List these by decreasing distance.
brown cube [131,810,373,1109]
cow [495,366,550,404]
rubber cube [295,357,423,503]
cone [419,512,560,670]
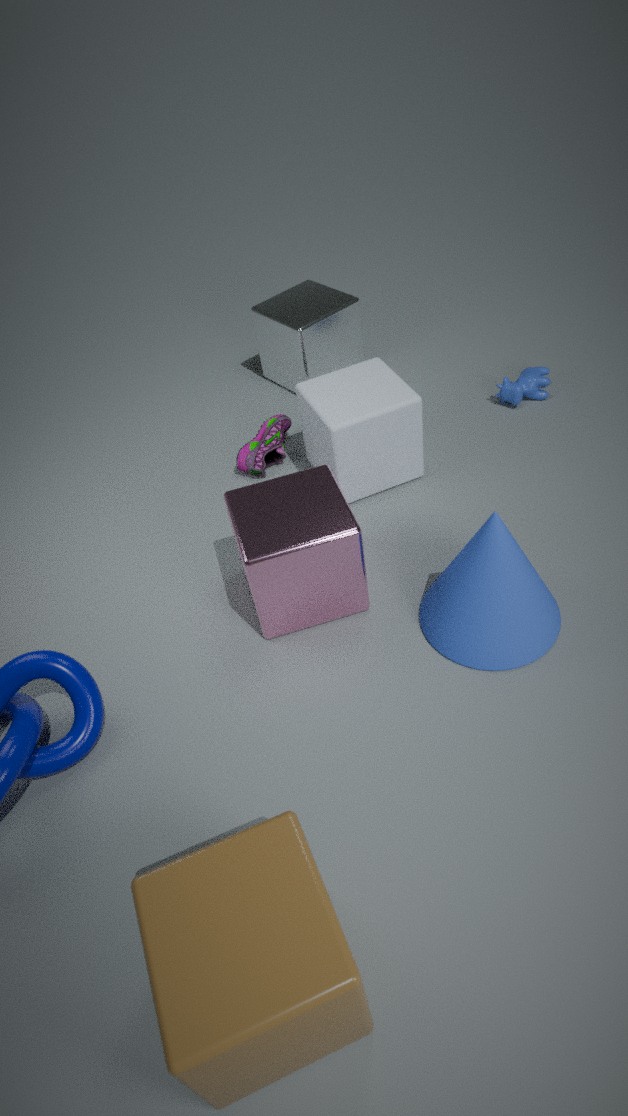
cow [495,366,550,404], rubber cube [295,357,423,503], cone [419,512,560,670], brown cube [131,810,373,1109]
